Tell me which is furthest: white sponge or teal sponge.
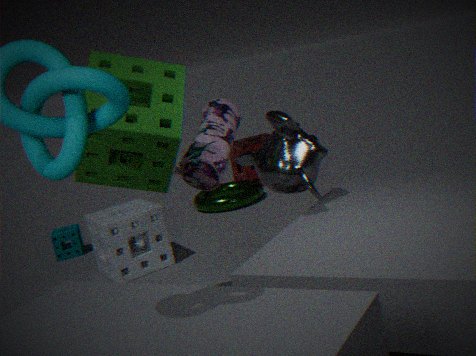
teal sponge
